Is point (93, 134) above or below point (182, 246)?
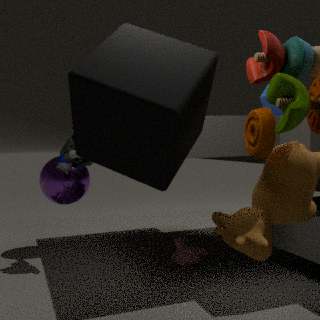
above
